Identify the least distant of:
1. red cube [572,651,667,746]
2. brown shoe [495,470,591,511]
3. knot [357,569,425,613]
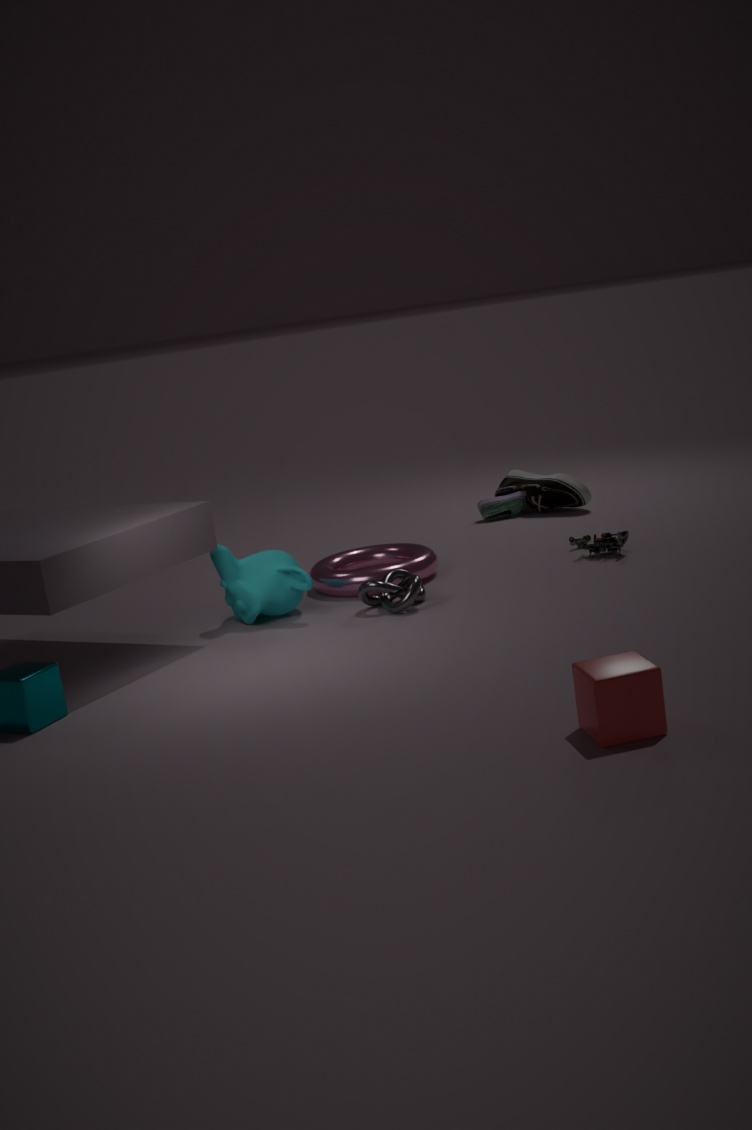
red cube [572,651,667,746]
